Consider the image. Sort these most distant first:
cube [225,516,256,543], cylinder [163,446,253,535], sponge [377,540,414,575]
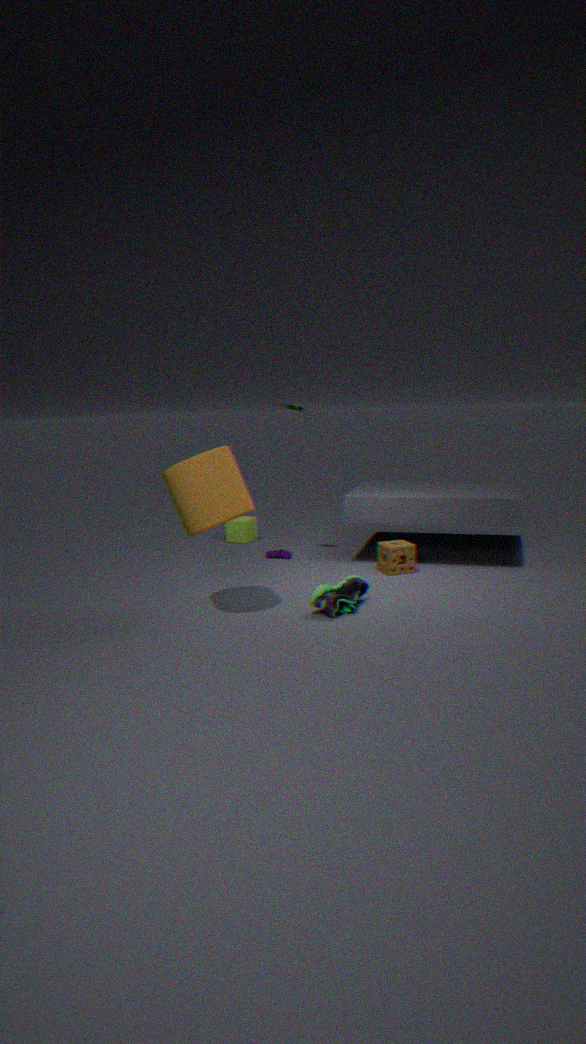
cube [225,516,256,543]
sponge [377,540,414,575]
cylinder [163,446,253,535]
